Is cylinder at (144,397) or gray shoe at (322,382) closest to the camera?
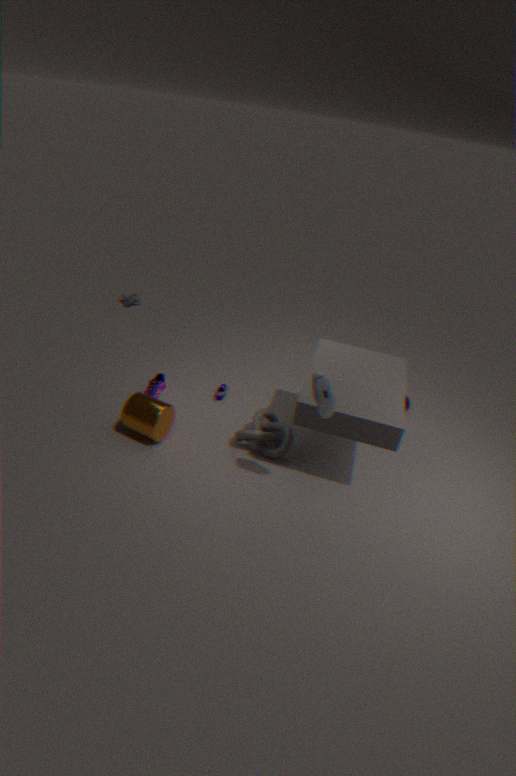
gray shoe at (322,382)
